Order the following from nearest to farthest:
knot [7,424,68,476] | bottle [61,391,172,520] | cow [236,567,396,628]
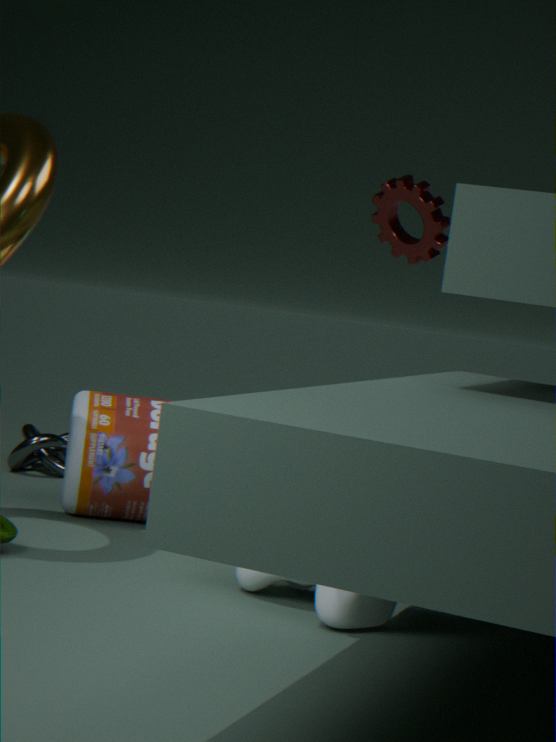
cow [236,567,396,628] → bottle [61,391,172,520] → knot [7,424,68,476]
